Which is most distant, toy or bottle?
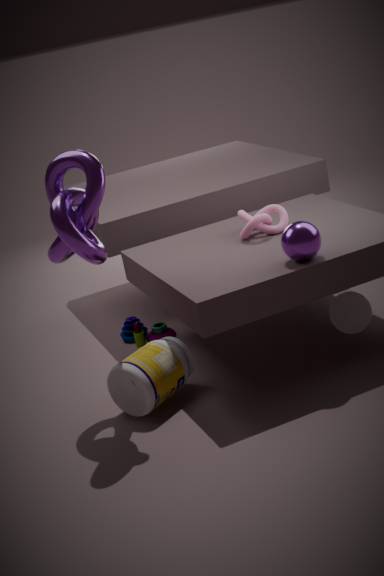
toy
